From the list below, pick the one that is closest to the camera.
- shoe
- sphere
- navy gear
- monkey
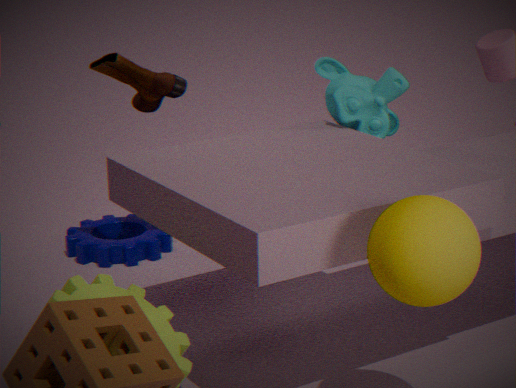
sphere
